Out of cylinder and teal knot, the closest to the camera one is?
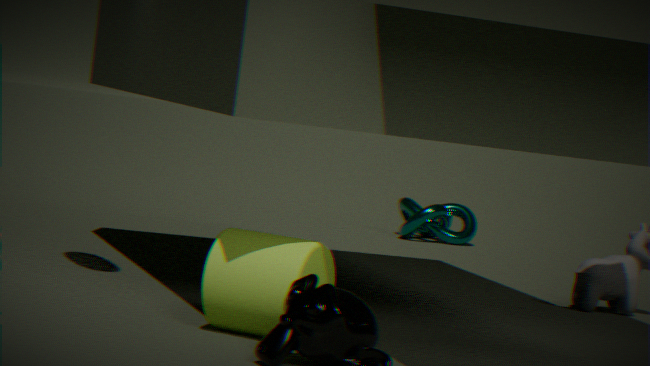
cylinder
